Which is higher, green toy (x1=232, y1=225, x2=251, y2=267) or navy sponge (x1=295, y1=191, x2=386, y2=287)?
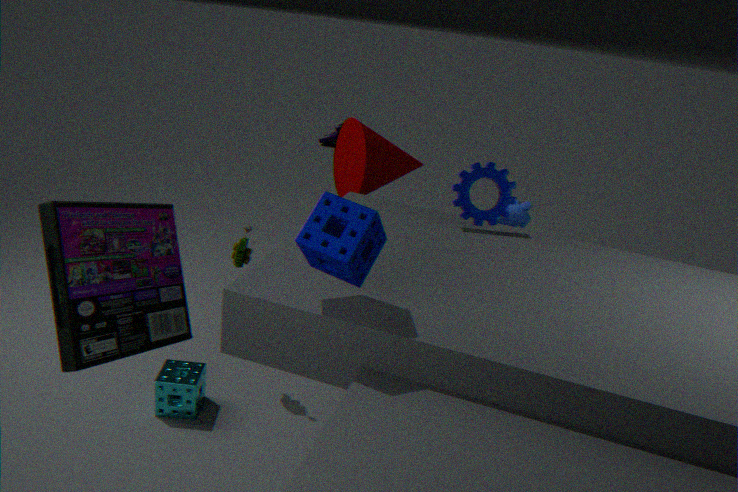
navy sponge (x1=295, y1=191, x2=386, y2=287)
